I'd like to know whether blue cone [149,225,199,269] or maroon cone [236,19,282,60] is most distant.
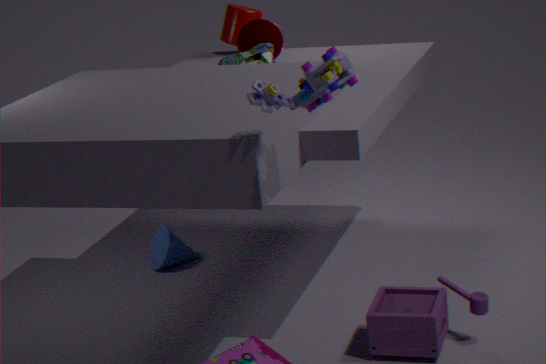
blue cone [149,225,199,269]
